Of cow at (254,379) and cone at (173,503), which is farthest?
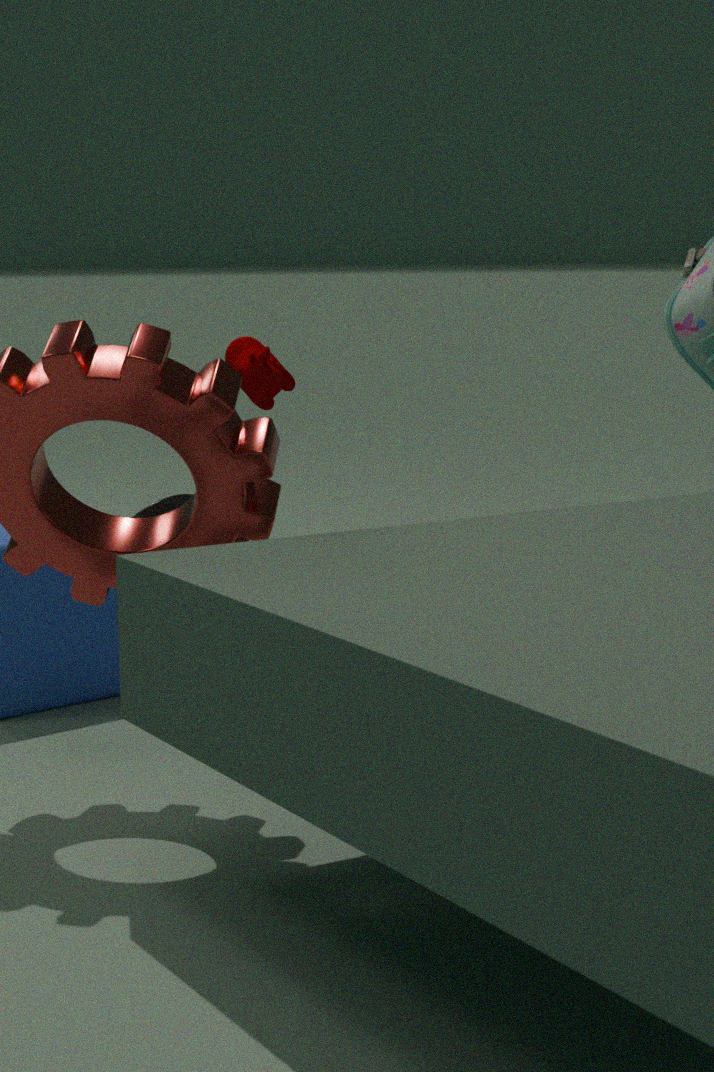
cone at (173,503)
